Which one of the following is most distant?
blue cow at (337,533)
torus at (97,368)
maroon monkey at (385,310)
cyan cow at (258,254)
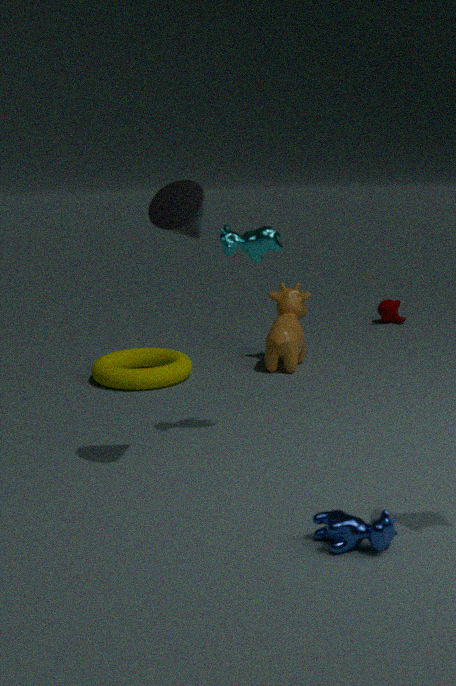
maroon monkey at (385,310)
